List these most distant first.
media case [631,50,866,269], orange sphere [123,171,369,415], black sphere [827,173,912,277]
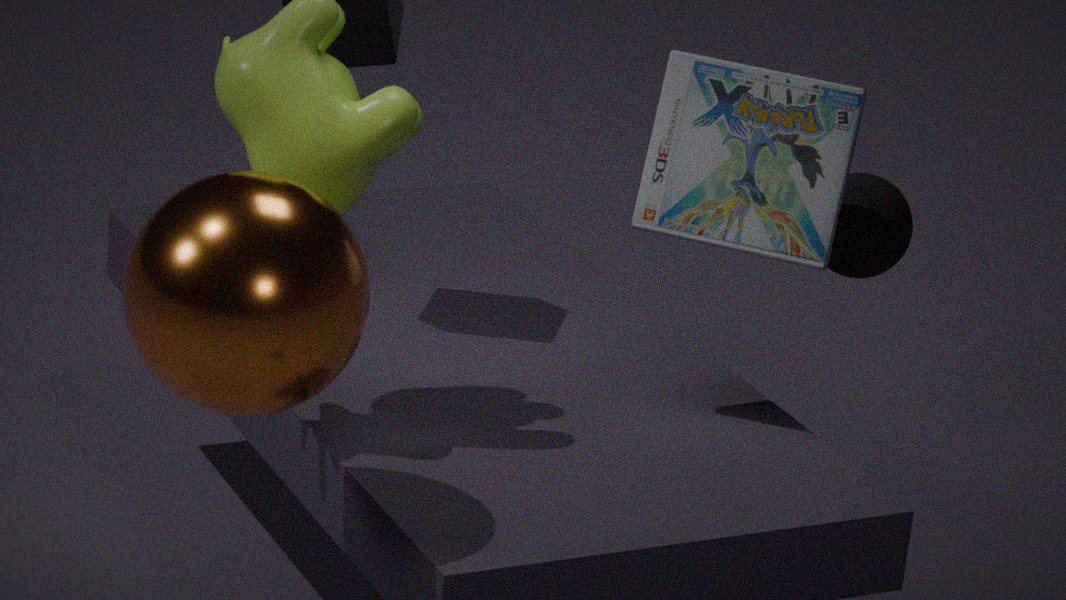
black sphere [827,173,912,277]
media case [631,50,866,269]
orange sphere [123,171,369,415]
